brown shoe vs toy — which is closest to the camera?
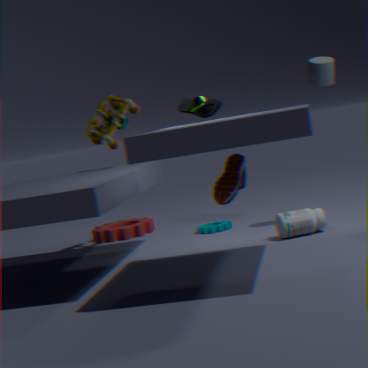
brown shoe
